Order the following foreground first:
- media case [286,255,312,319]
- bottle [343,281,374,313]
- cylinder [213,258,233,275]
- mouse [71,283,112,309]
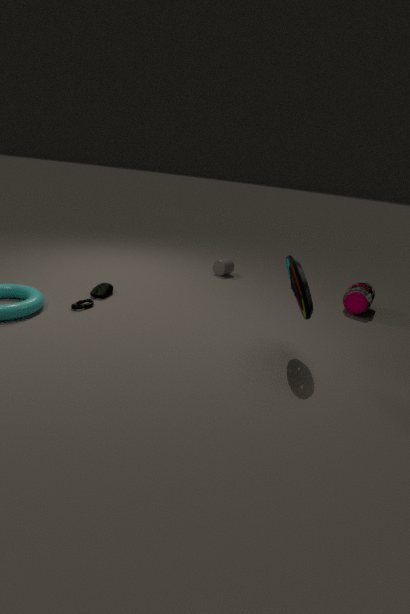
media case [286,255,312,319]
mouse [71,283,112,309]
bottle [343,281,374,313]
cylinder [213,258,233,275]
